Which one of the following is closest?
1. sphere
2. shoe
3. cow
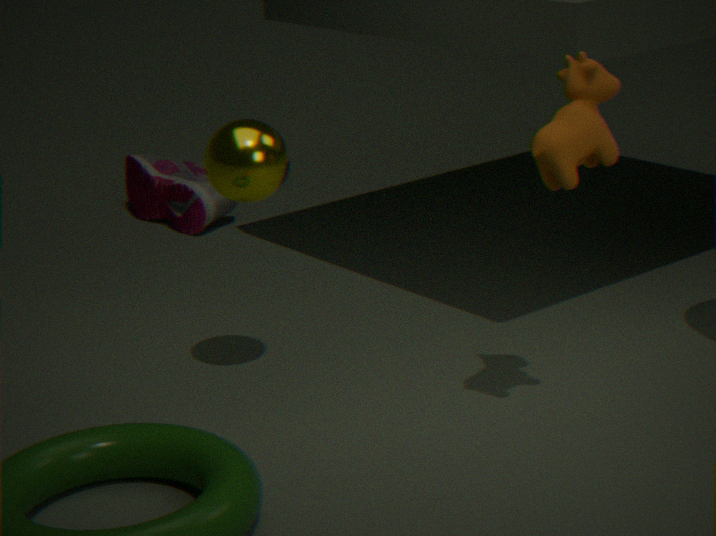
cow
